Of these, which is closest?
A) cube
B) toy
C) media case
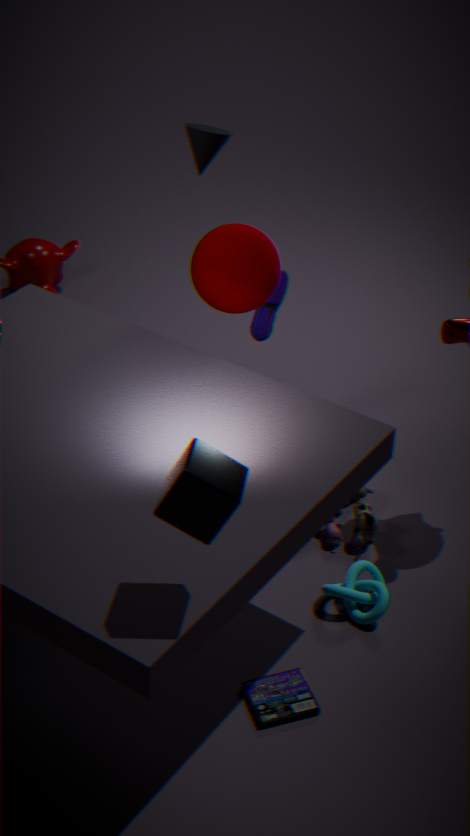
cube
